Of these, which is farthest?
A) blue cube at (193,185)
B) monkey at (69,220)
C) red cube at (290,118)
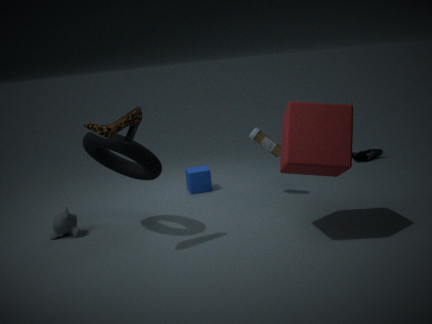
blue cube at (193,185)
